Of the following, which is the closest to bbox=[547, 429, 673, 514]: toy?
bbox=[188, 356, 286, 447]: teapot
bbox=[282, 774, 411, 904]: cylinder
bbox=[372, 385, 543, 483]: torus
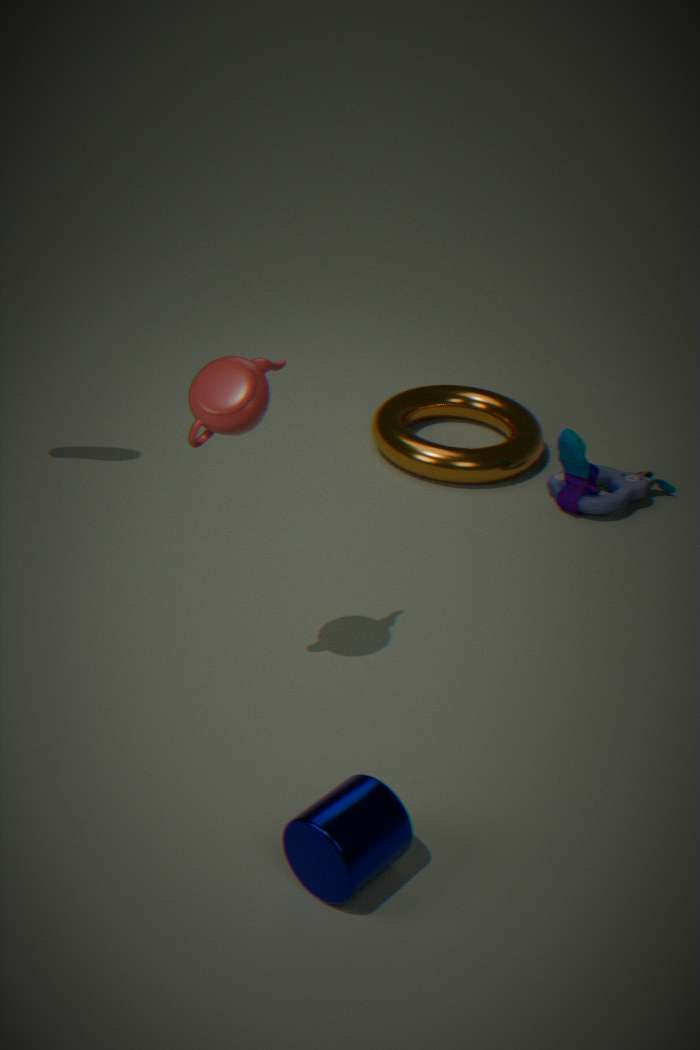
bbox=[372, 385, 543, 483]: torus
